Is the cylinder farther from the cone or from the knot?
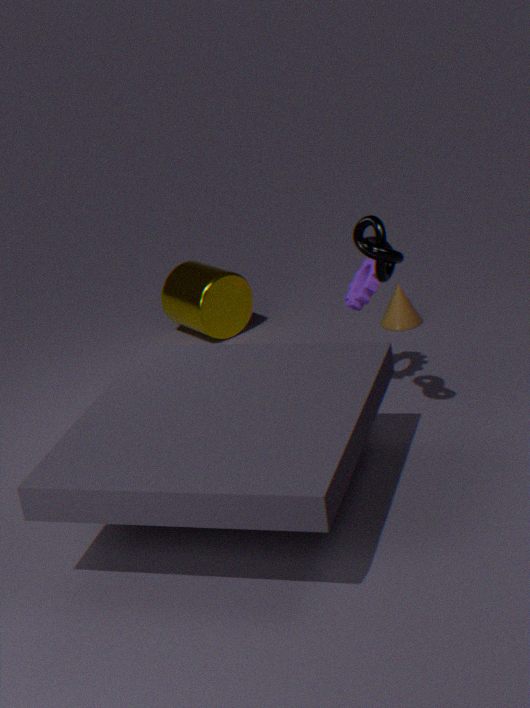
the knot
